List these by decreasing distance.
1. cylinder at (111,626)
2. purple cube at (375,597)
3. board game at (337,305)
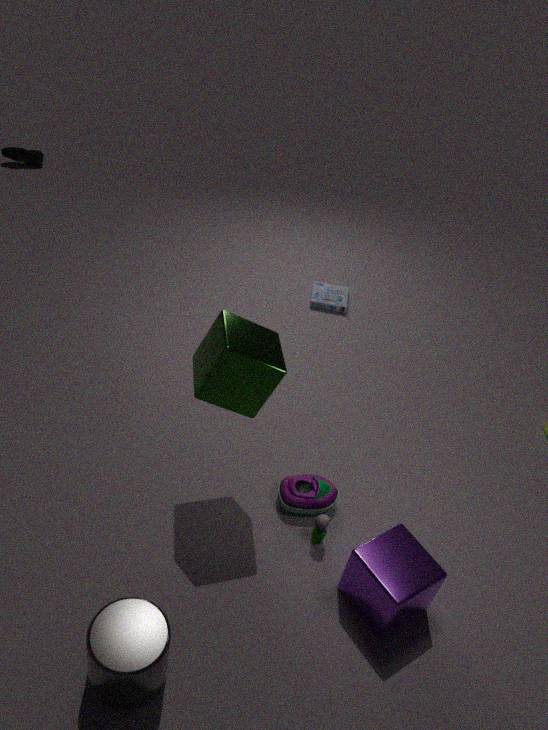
board game at (337,305)
purple cube at (375,597)
cylinder at (111,626)
